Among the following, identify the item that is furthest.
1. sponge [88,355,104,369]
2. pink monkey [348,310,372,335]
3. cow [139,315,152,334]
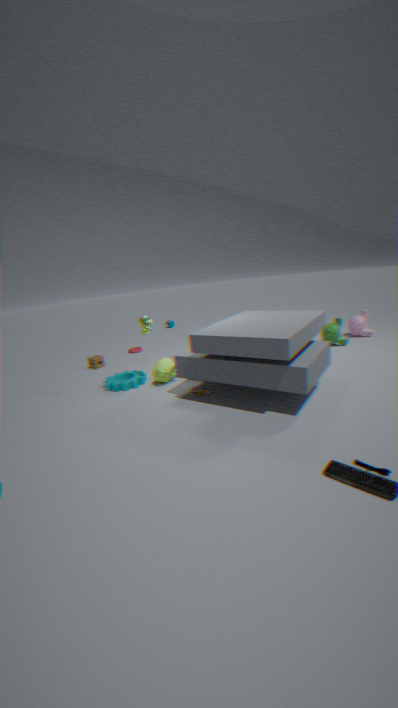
sponge [88,355,104,369]
